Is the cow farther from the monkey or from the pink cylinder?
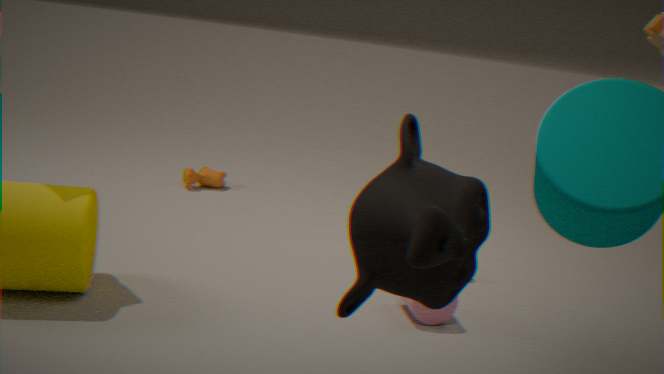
the monkey
